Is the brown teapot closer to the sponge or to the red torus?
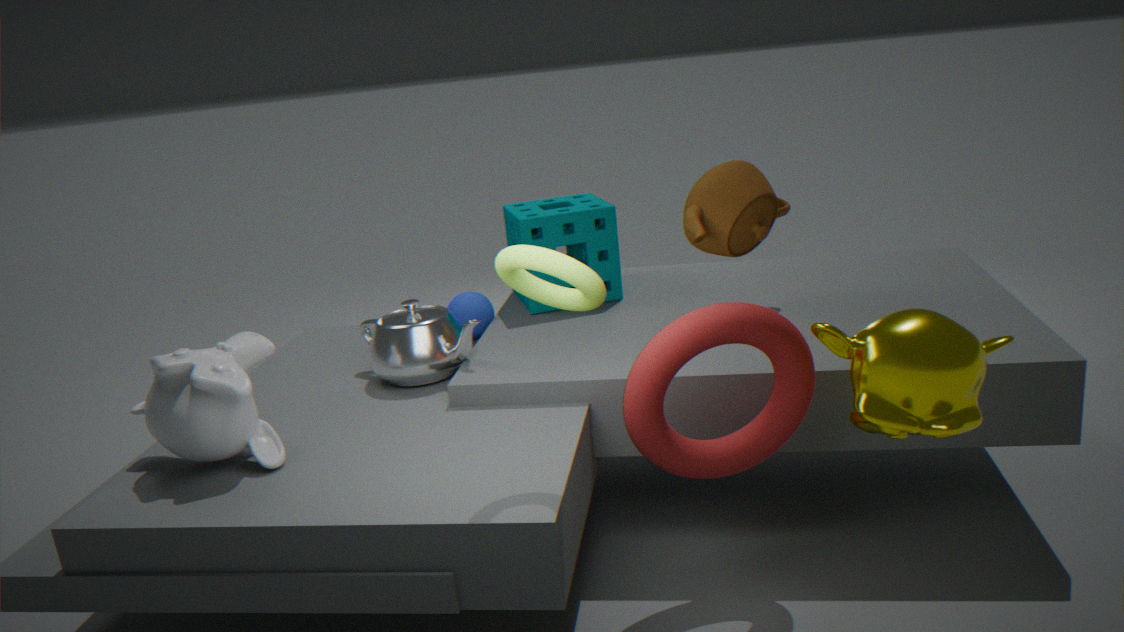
the sponge
